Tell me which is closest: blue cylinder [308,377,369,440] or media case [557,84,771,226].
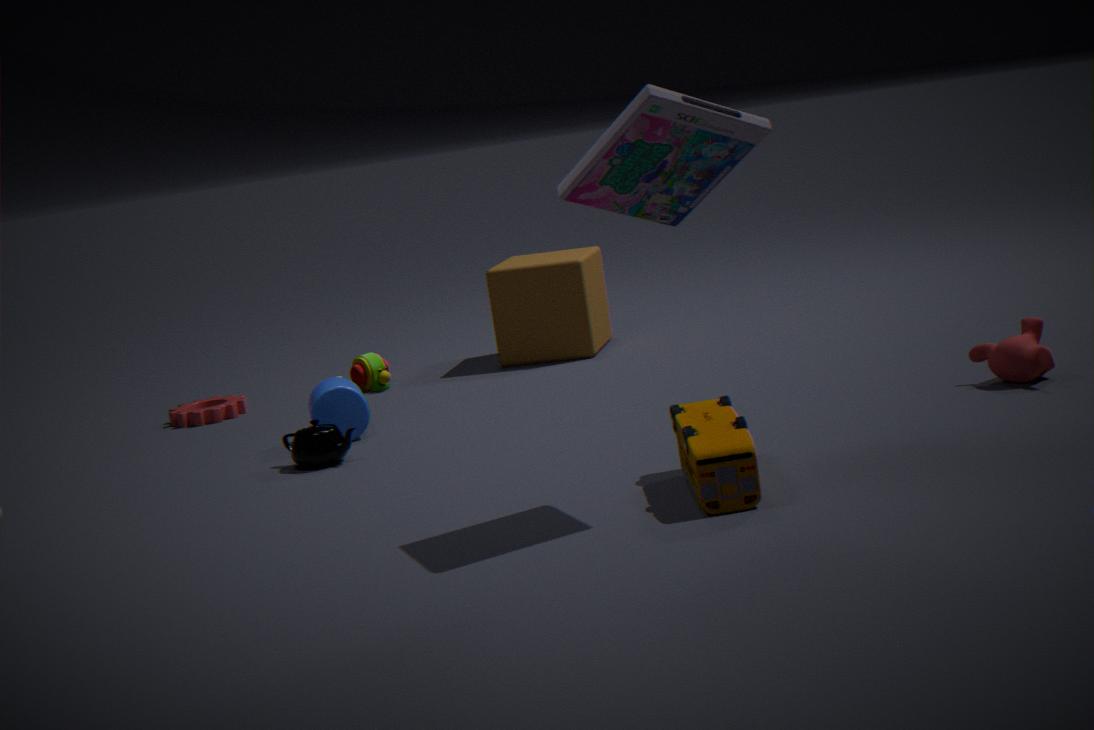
media case [557,84,771,226]
